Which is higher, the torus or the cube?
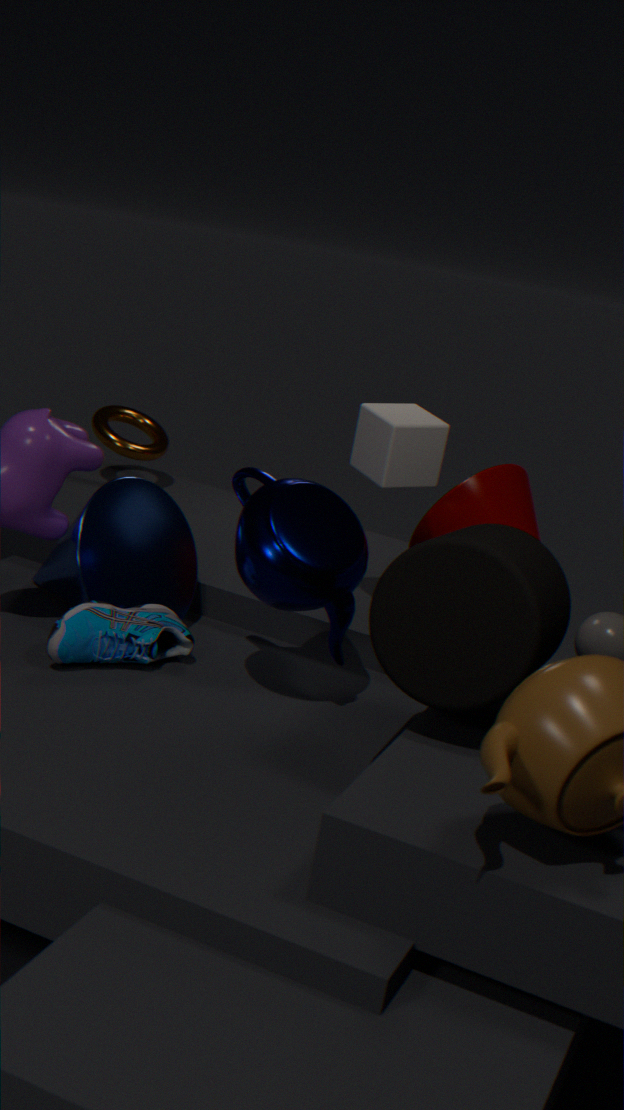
the cube
